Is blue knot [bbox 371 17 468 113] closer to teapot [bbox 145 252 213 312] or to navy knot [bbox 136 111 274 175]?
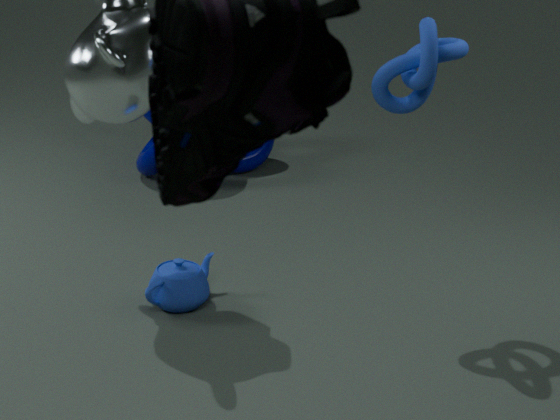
teapot [bbox 145 252 213 312]
